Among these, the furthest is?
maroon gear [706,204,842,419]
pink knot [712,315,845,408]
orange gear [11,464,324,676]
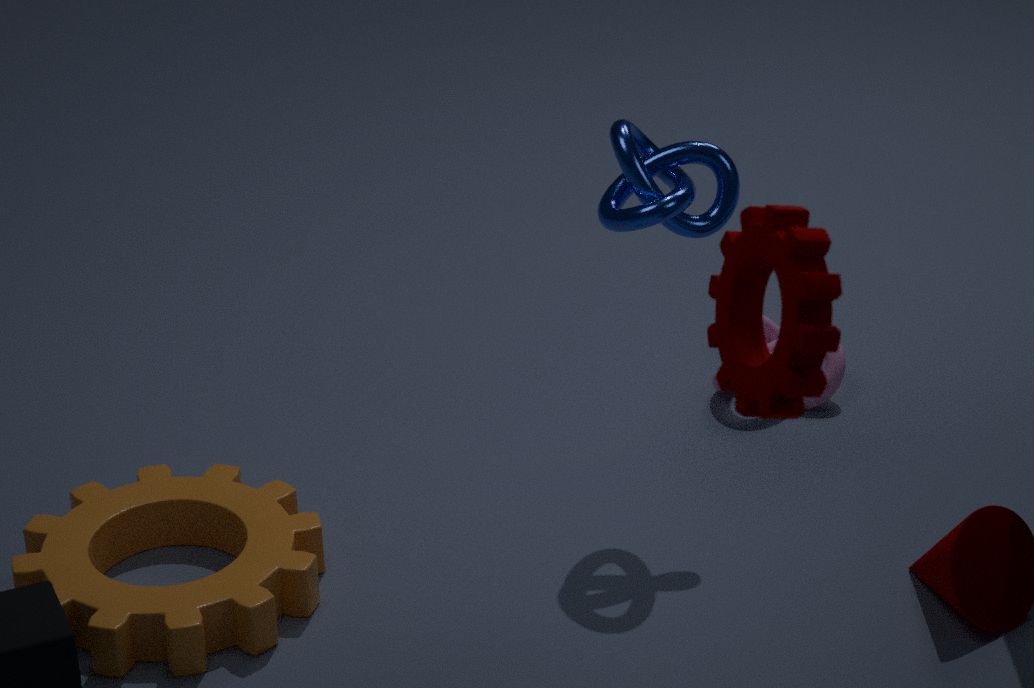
pink knot [712,315,845,408]
